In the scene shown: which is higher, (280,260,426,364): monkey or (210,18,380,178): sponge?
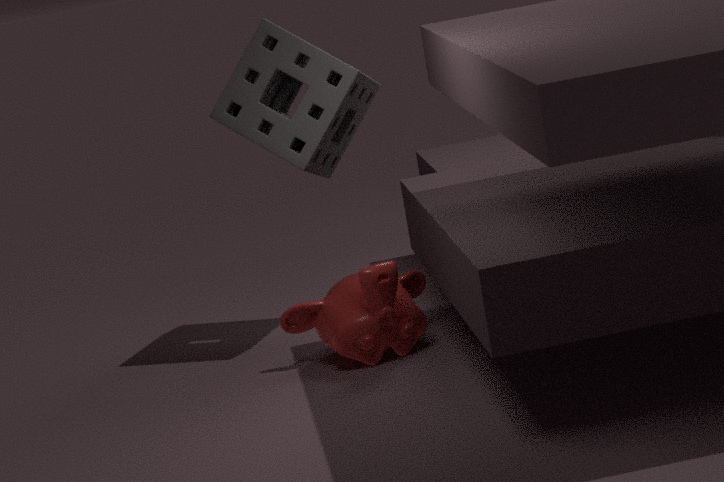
(210,18,380,178): sponge
